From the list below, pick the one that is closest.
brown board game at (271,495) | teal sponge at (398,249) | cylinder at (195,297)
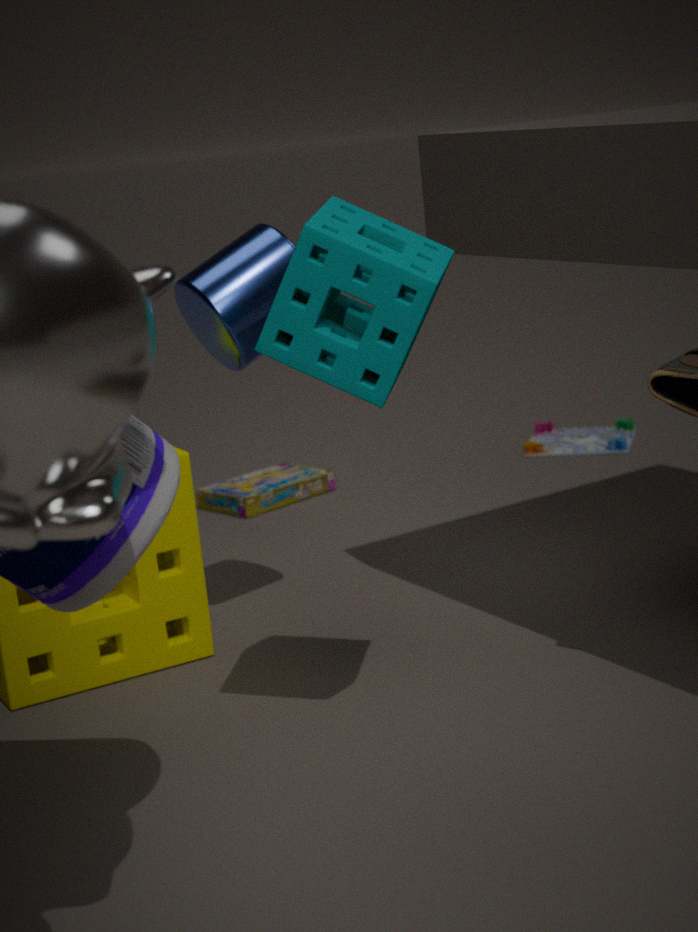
teal sponge at (398,249)
